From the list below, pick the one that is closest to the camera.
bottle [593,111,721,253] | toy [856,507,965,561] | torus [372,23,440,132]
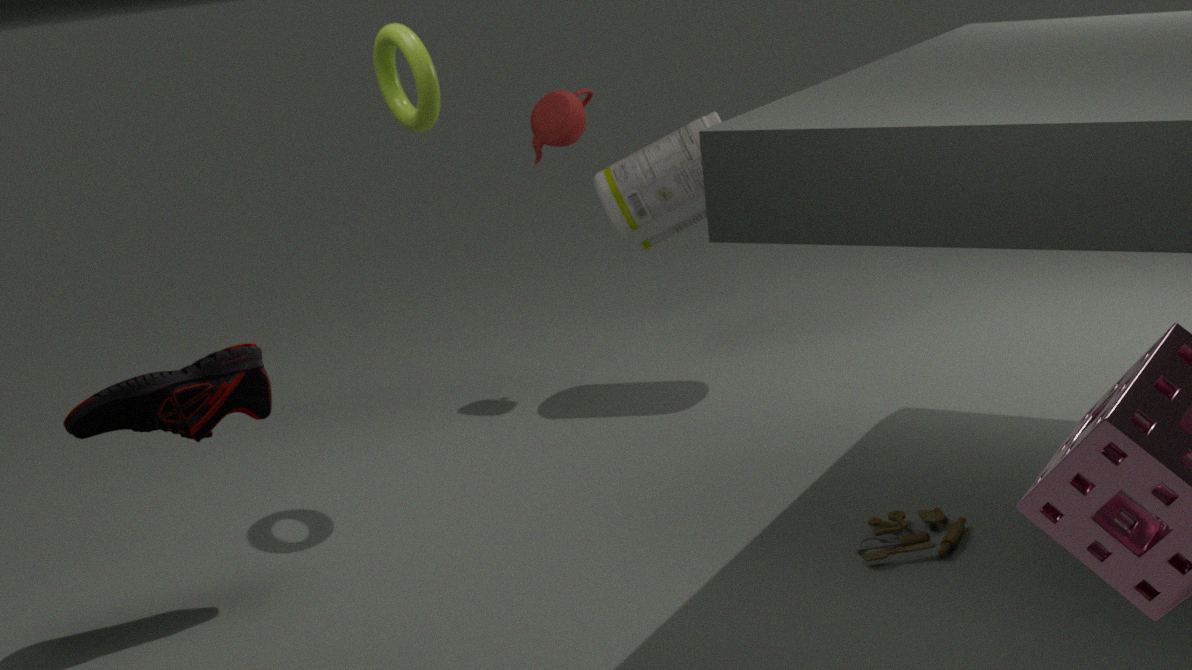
toy [856,507,965,561]
